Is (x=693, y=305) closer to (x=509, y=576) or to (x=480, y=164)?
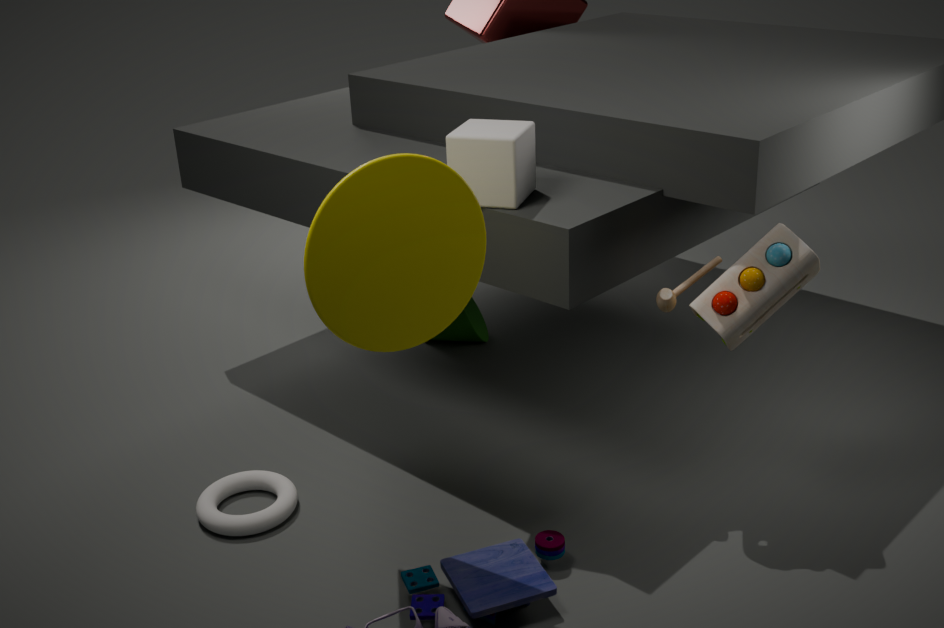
(x=480, y=164)
